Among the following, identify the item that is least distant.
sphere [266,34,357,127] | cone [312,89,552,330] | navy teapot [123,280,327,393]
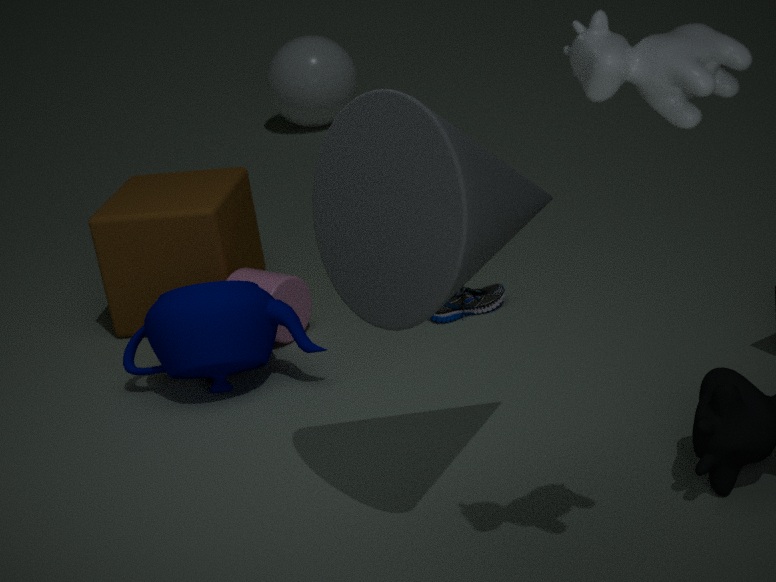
cone [312,89,552,330]
